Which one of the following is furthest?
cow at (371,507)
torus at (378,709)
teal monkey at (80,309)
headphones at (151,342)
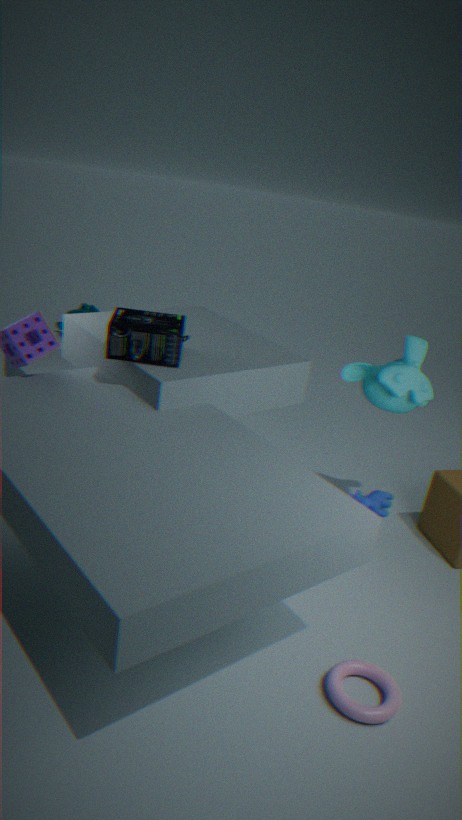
teal monkey at (80,309)
